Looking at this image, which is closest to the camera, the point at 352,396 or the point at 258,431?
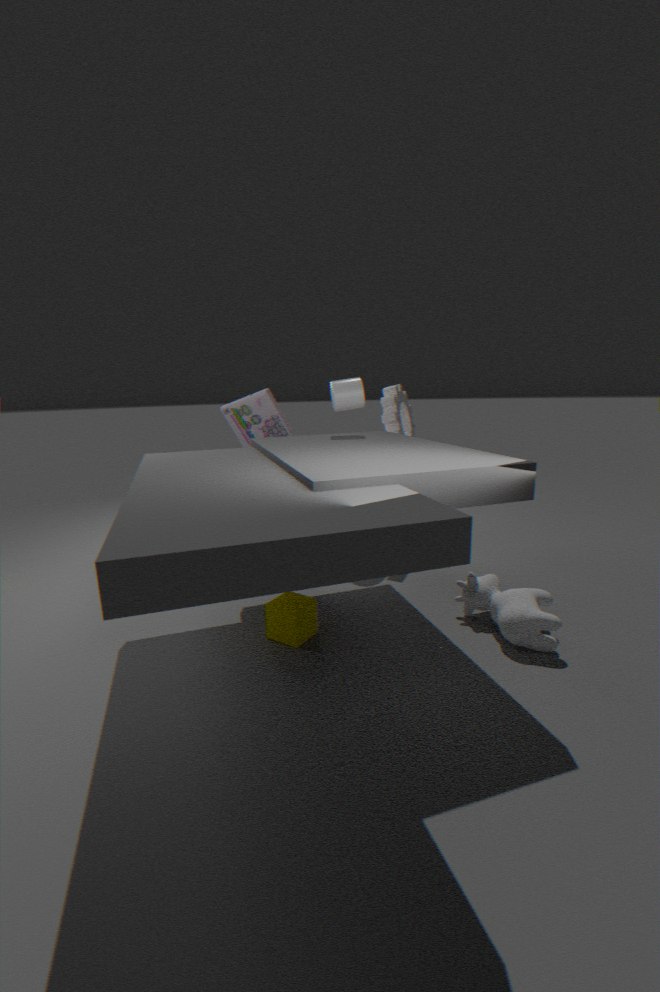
the point at 352,396
